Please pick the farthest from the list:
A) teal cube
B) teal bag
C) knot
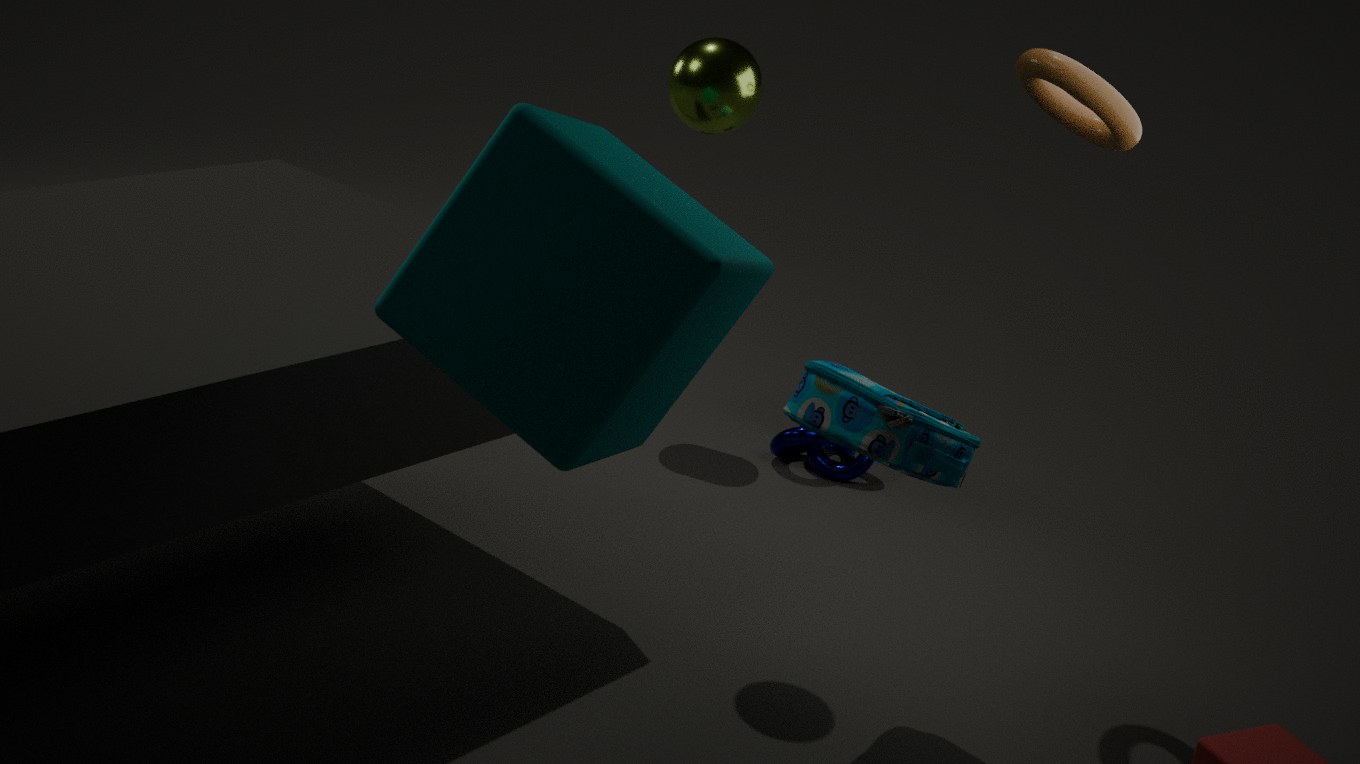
knot
